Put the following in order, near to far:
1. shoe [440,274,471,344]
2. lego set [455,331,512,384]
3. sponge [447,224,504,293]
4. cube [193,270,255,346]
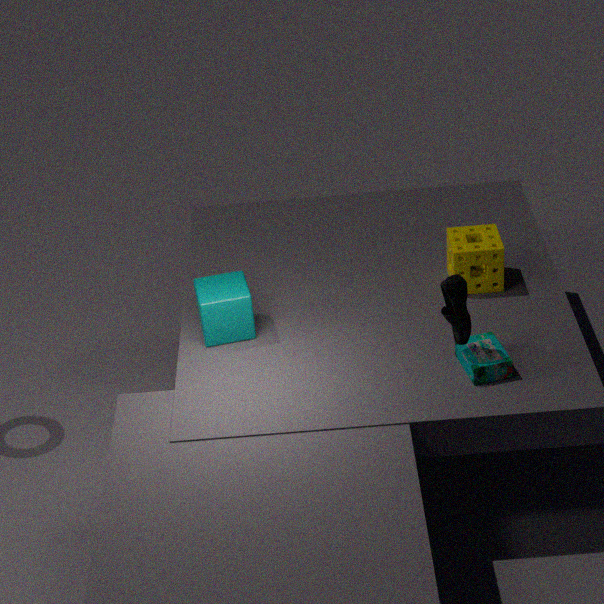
shoe [440,274,471,344] < lego set [455,331,512,384] < cube [193,270,255,346] < sponge [447,224,504,293]
